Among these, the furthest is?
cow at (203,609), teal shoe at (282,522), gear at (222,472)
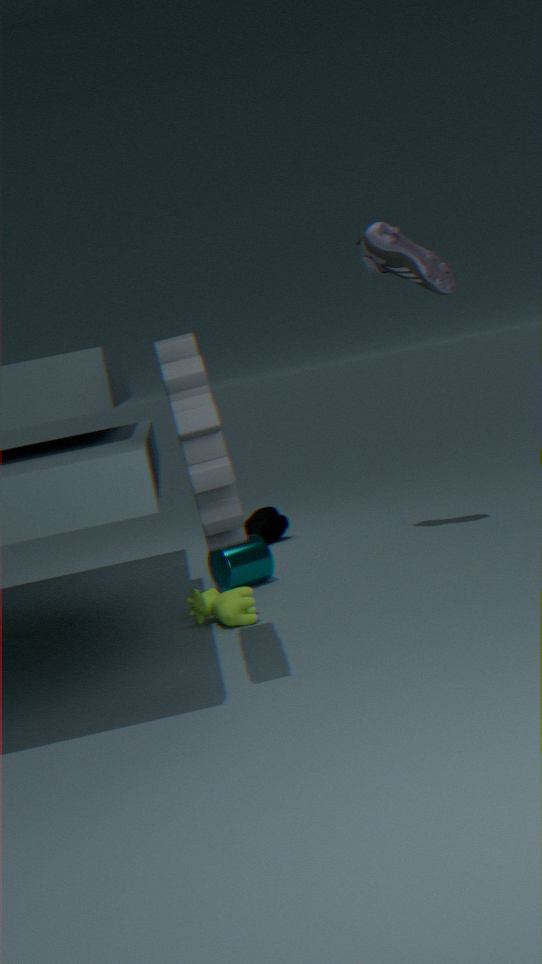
teal shoe at (282,522)
